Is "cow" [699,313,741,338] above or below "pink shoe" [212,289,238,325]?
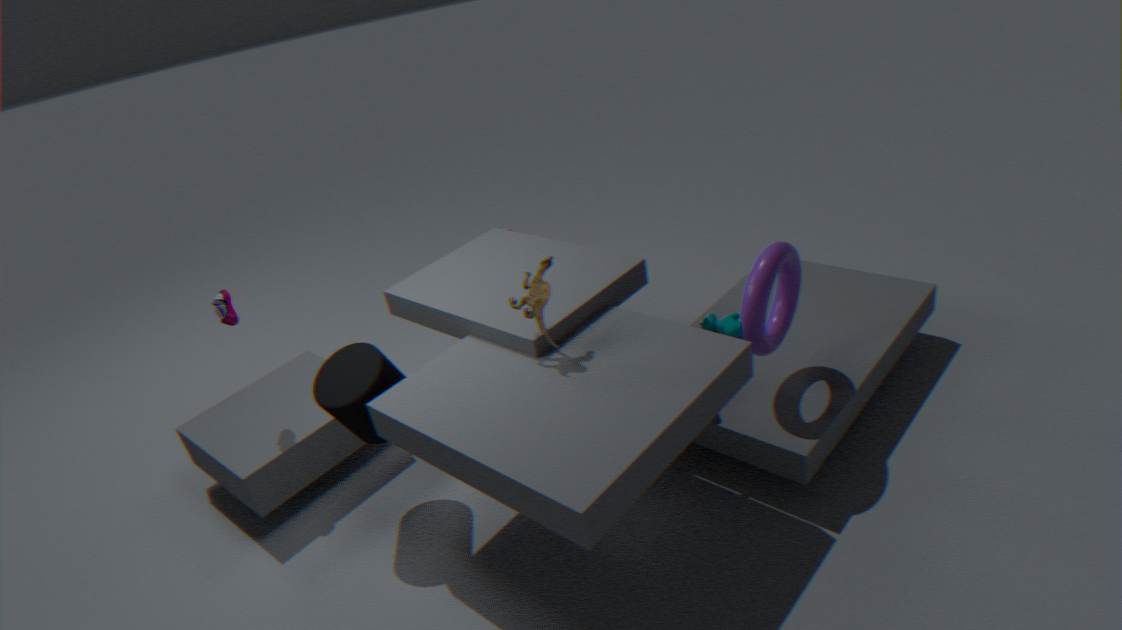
below
